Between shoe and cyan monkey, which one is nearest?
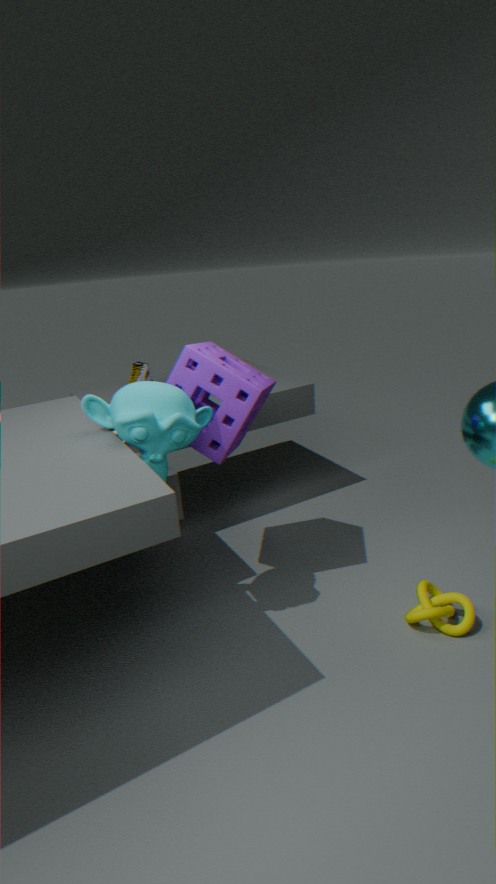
cyan monkey
